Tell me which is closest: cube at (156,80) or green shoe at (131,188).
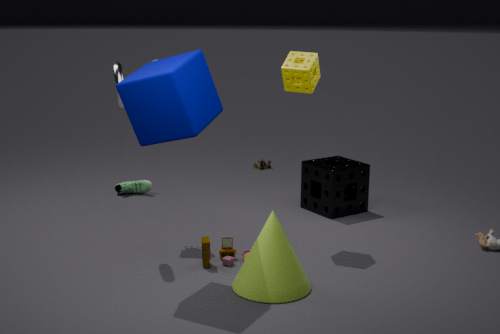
cube at (156,80)
